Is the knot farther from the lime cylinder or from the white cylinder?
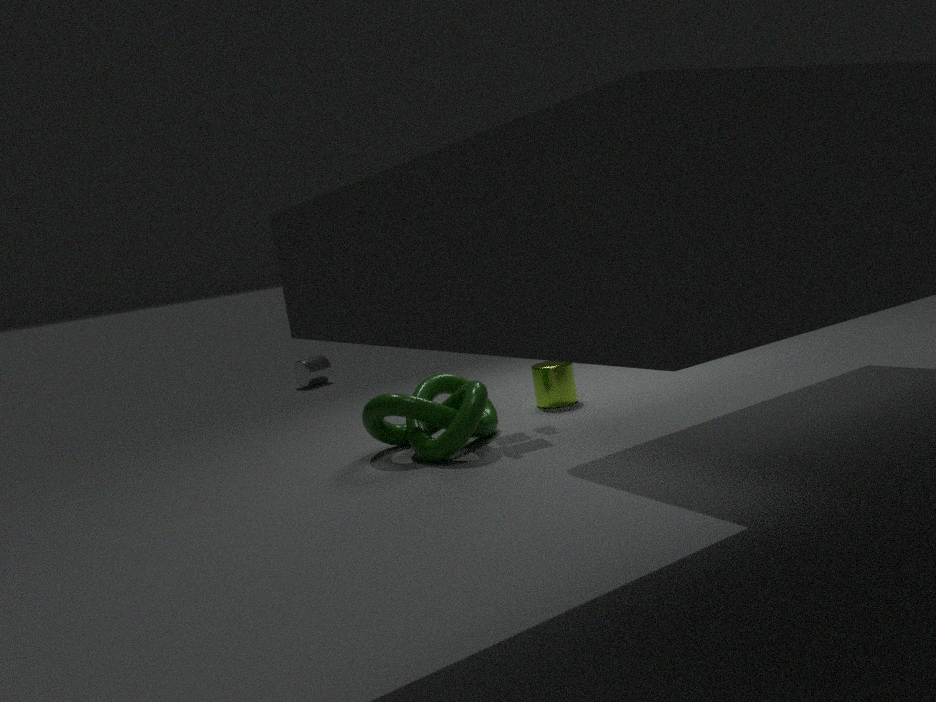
the white cylinder
